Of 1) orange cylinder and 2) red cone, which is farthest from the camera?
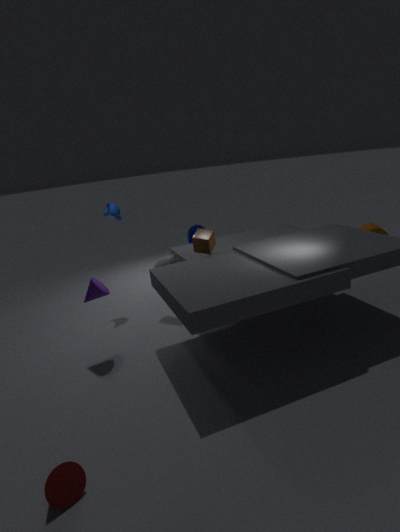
1. orange cylinder
